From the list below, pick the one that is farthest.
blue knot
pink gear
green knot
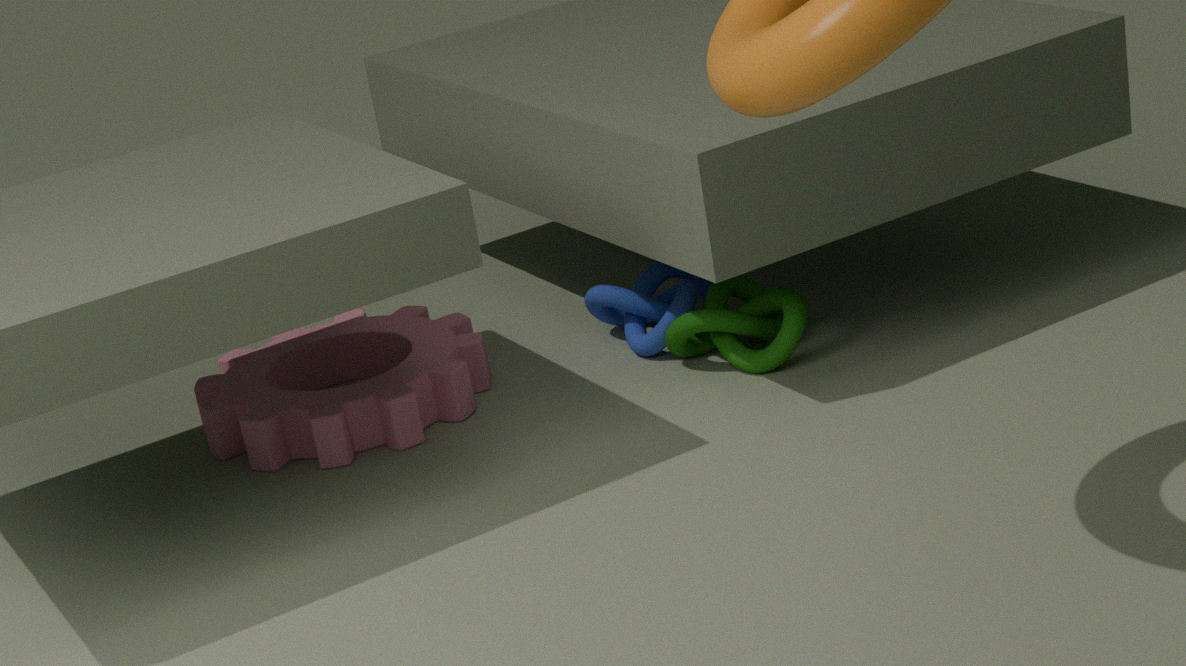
blue knot
